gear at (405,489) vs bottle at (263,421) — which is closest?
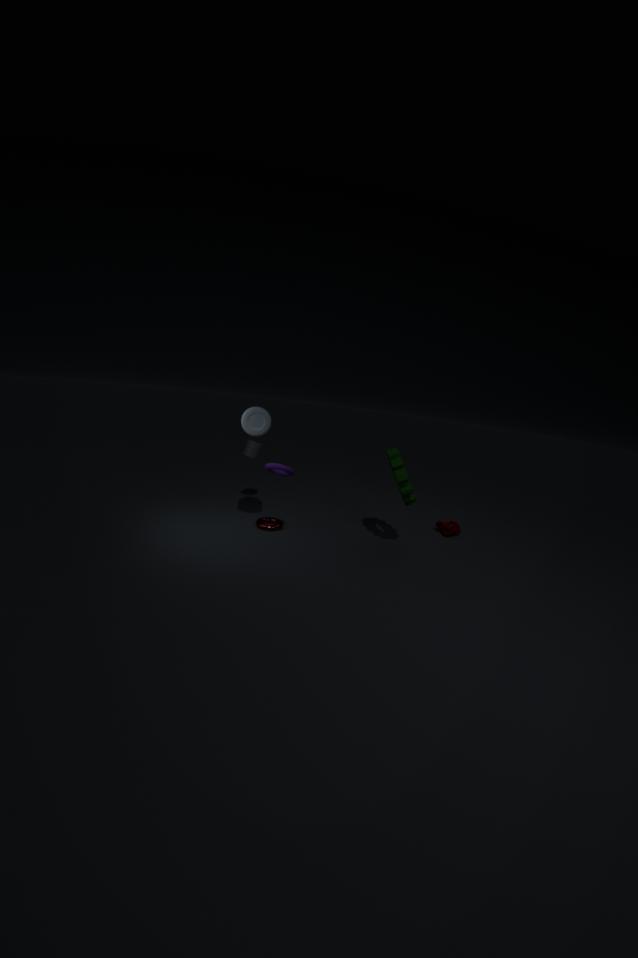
bottle at (263,421)
